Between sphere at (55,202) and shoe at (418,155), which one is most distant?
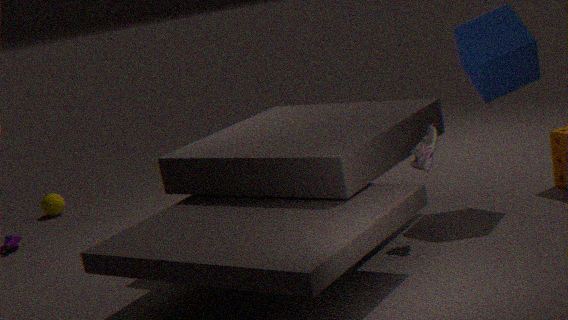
sphere at (55,202)
